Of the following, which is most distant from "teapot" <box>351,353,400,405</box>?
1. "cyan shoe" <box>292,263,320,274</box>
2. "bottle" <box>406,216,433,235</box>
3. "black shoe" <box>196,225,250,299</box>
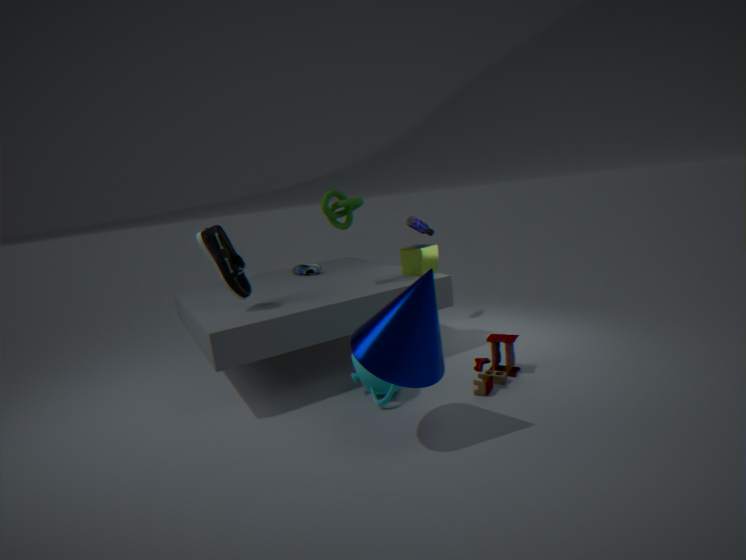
"bottle" <box>406,216,433,235</box>
